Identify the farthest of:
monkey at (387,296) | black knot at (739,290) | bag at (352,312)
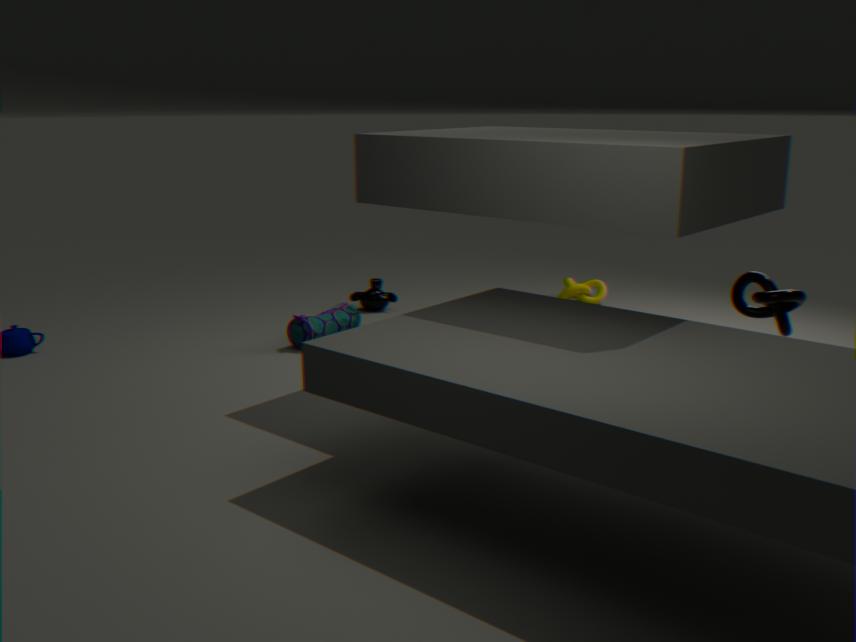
monkey at (387,296)
